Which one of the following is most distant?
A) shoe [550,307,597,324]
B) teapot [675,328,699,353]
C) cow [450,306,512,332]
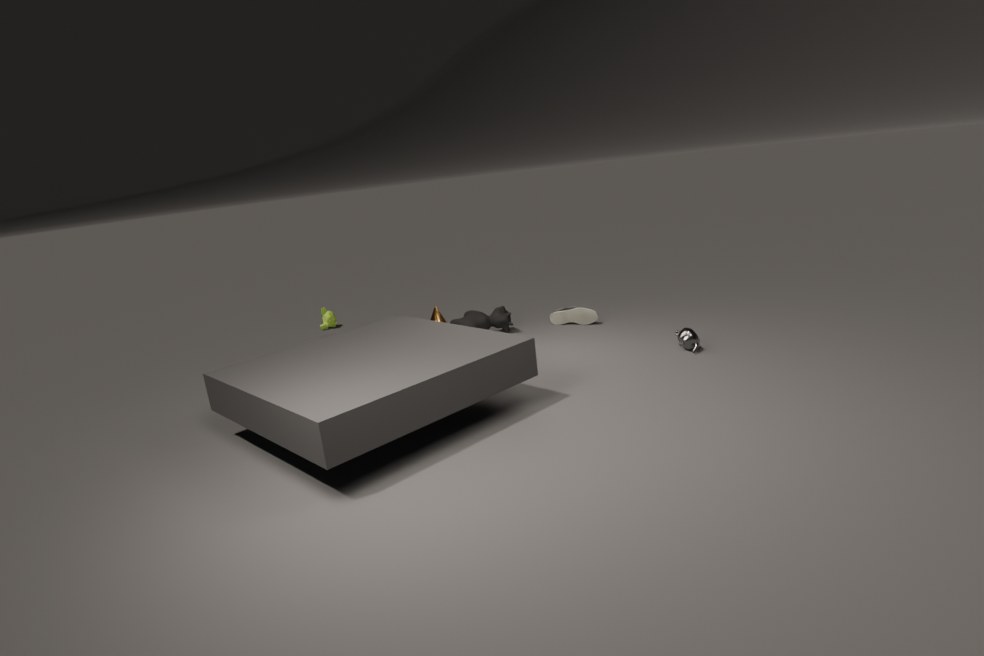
A. shoe [550,307,597,324]
